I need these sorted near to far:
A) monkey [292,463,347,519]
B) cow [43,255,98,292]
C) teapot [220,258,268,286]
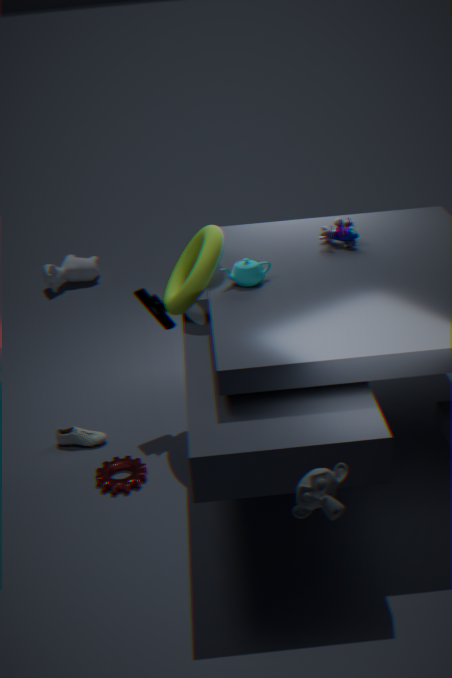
1. monkey [292,463,347,519]
2. teapot [220,258,268,286]
3. cow [43,255,98,292]
